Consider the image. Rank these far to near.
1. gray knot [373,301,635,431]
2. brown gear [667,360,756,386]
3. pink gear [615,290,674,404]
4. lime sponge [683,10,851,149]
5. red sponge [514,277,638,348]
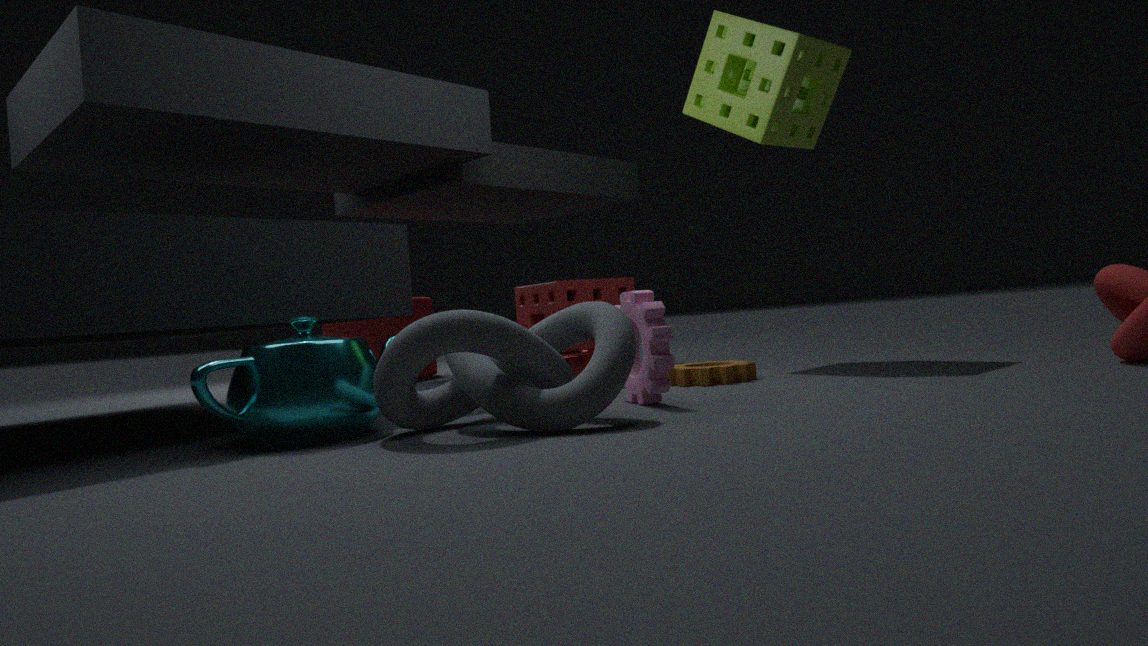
1. red sponge [514,277,638,348]
2. lime sponge [683,10,851,149]
3. brown gear [667,360,756,386]
4. pink gear [615,290,674,404]
5. gray knot [373,301,635,431]
